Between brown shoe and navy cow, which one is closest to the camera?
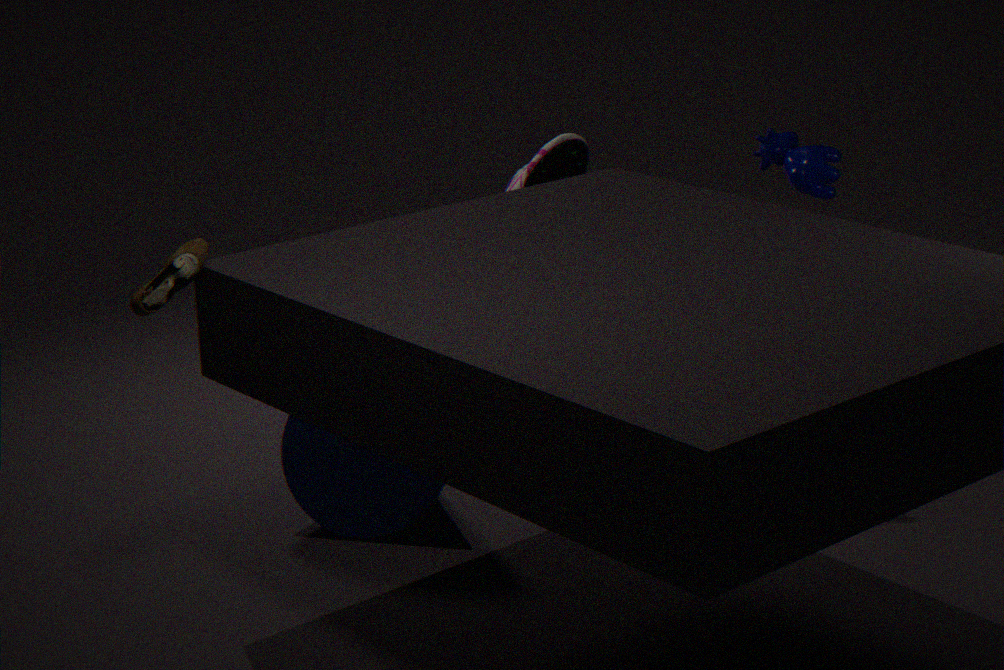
brown shoe
